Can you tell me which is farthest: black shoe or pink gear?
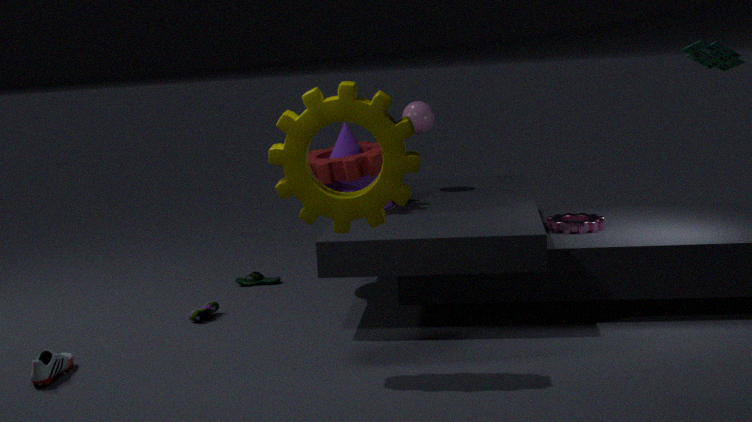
pink gear
